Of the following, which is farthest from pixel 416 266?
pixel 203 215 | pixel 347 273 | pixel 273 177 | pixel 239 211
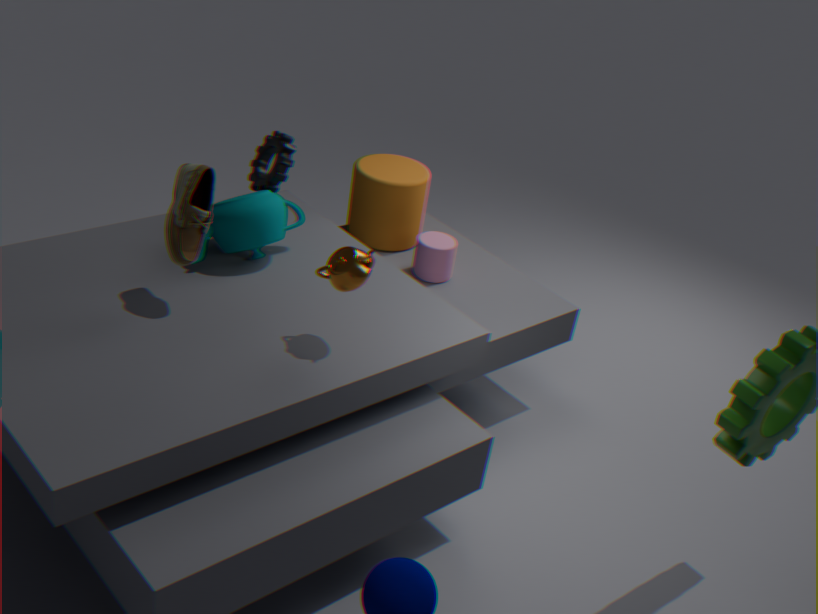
pixel 203 215
